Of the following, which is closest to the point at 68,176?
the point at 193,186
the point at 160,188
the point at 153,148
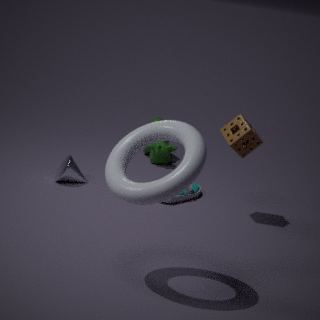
the point at 193,186
